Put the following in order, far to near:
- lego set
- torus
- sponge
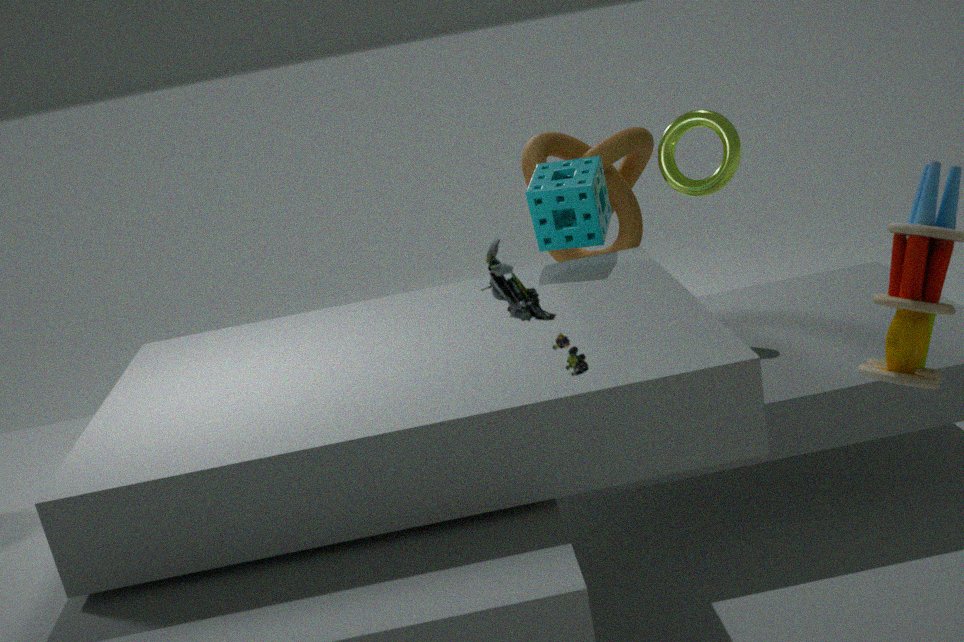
torus, sponge, lego set
